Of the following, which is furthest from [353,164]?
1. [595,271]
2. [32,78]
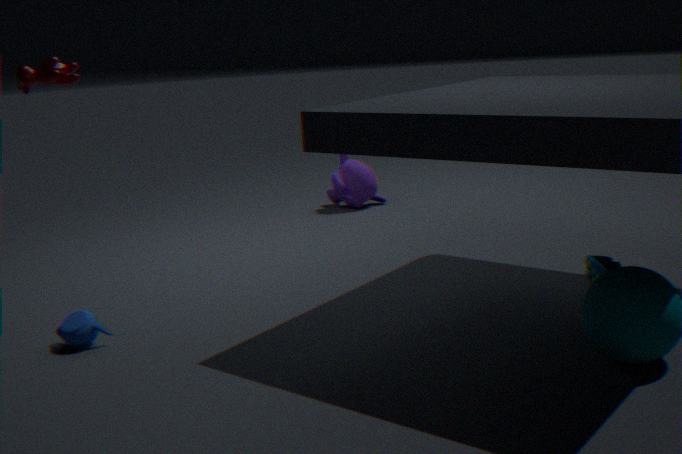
[32,78]
